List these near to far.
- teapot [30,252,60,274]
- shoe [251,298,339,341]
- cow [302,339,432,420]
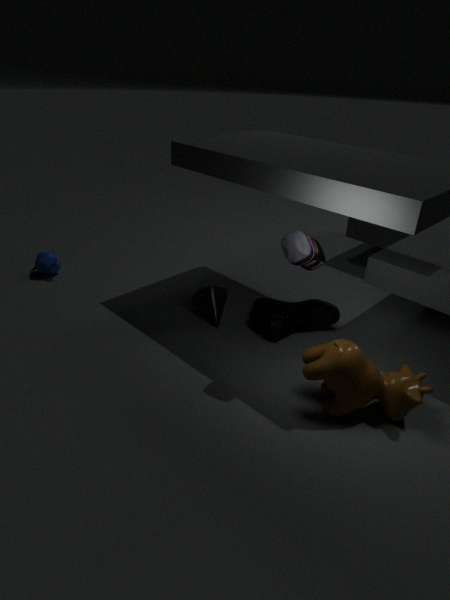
cow [302,339,432,420] < shoe [251,298,339,341] < teapot [30,252,60,274]
